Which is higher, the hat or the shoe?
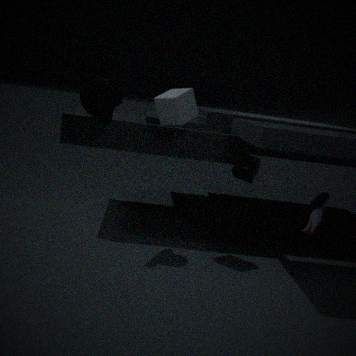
the hat
